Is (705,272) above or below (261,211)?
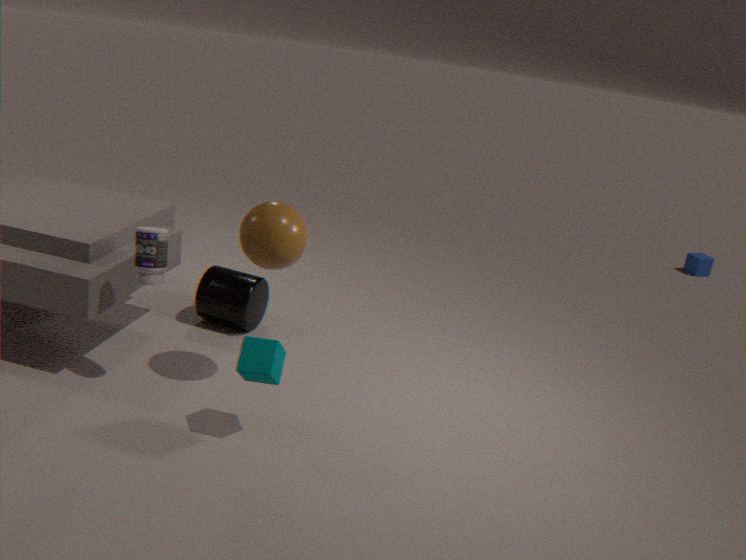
below
